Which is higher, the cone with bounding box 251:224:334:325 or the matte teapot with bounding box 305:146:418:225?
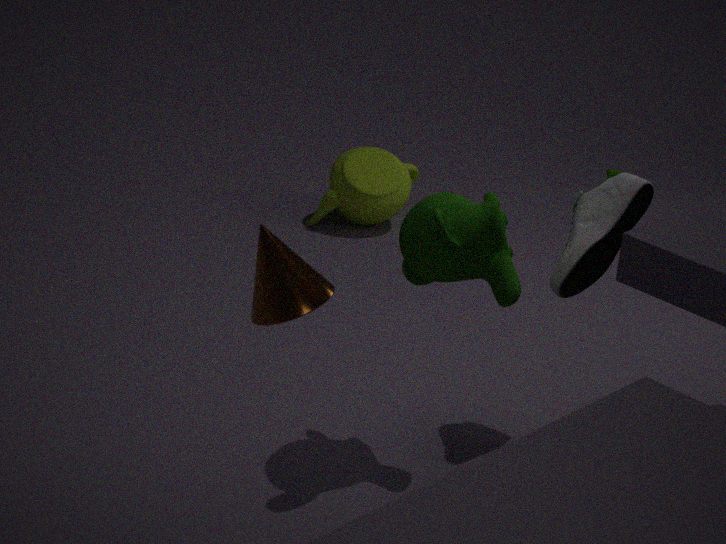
the cone with bounding box 251:224:334:325
